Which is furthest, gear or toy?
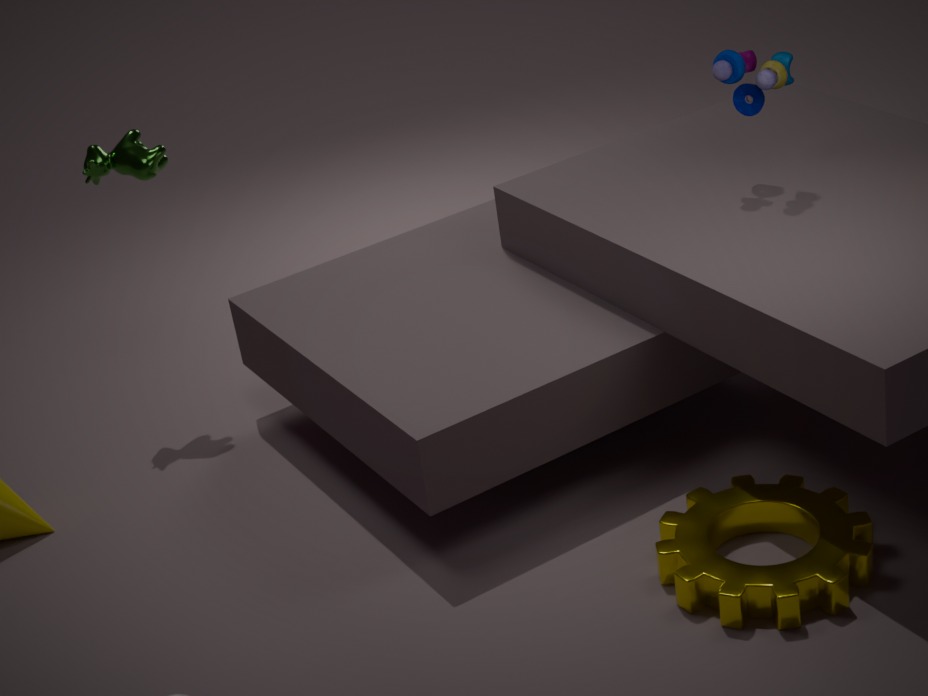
toy
